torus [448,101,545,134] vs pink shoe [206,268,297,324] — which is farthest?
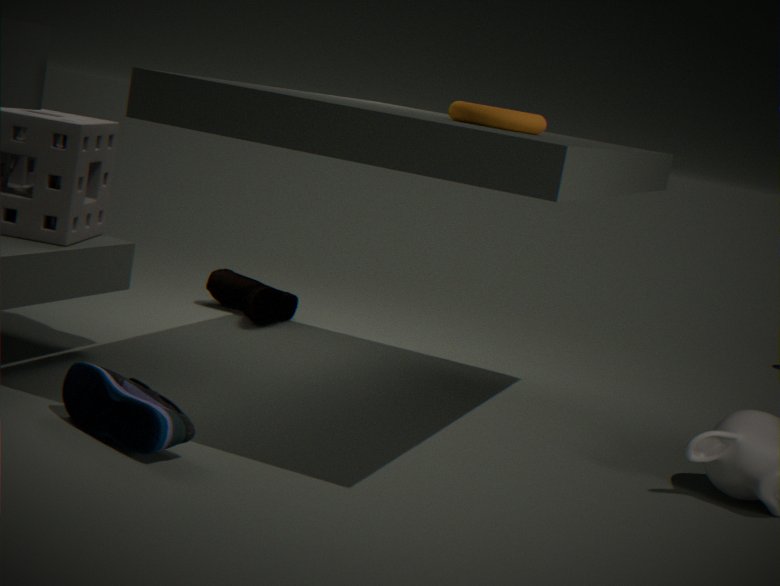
pink shoe [206,268,297,324]
